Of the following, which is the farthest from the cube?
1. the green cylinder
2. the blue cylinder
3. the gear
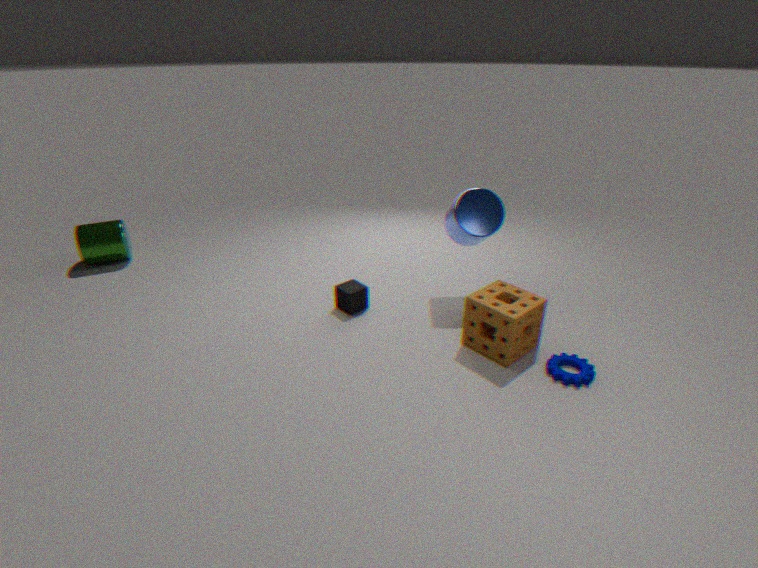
the green cylinder
